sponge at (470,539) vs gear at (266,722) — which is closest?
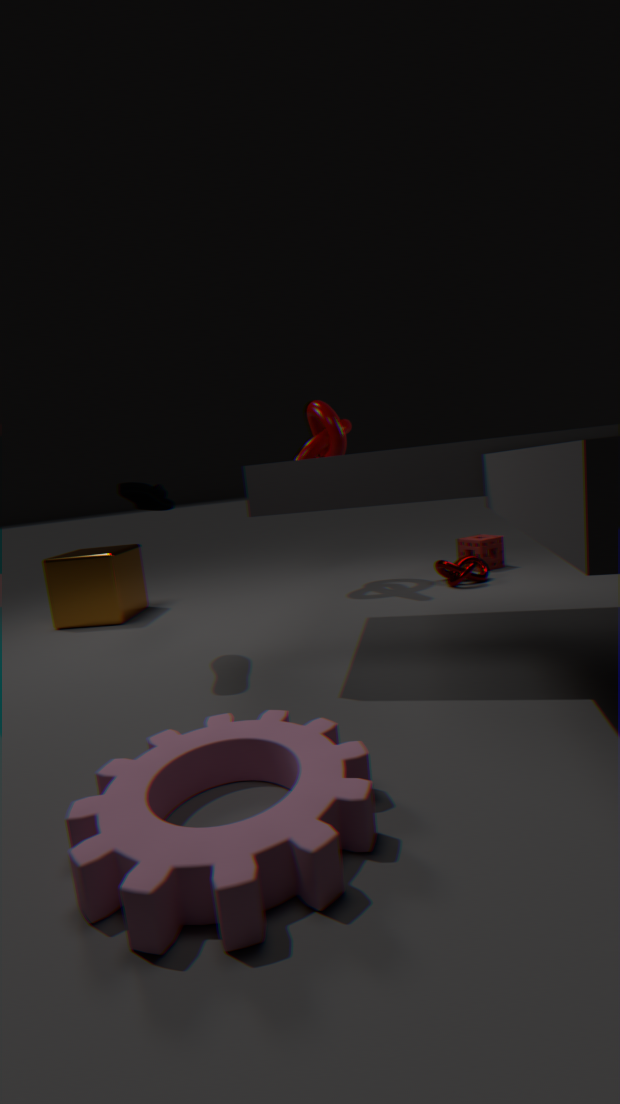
gear at (266,722)
